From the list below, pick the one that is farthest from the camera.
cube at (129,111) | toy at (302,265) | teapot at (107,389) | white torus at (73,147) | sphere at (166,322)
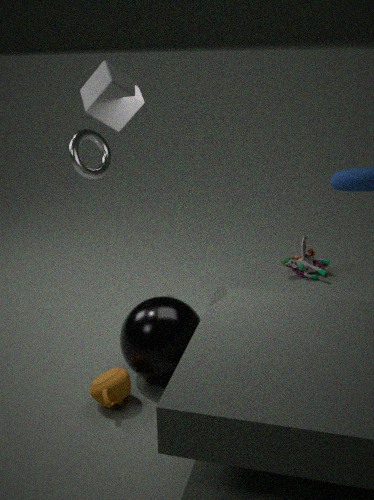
toy at (302,265)
